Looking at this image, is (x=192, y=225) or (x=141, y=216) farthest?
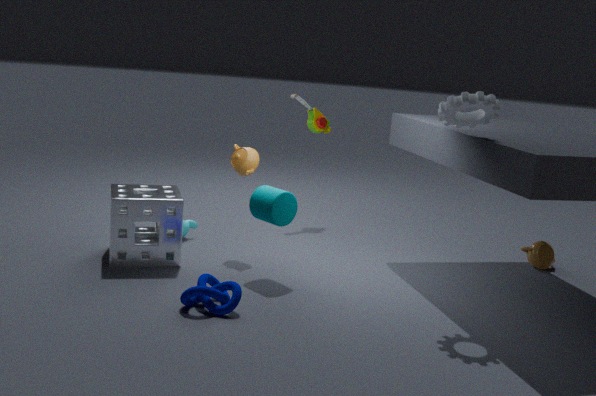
(x=192, y=225)
